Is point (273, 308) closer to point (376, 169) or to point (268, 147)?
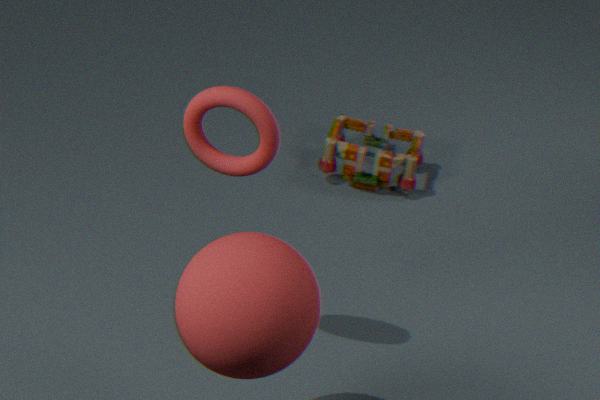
point (268, 147)
